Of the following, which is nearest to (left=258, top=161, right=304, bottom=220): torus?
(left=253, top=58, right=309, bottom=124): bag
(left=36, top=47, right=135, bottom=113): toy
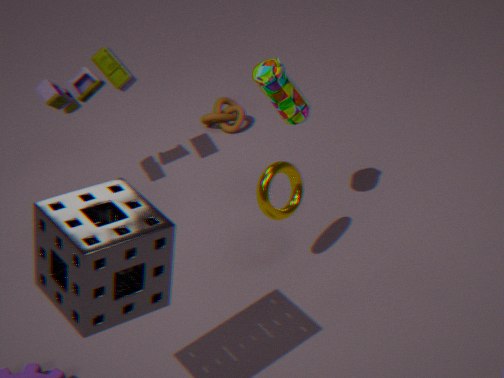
(left=253, top=58, right=309, bottom=124): bag
